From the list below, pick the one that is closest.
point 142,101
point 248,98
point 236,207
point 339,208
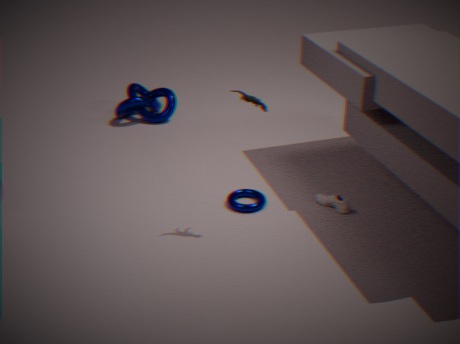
point 248,98
